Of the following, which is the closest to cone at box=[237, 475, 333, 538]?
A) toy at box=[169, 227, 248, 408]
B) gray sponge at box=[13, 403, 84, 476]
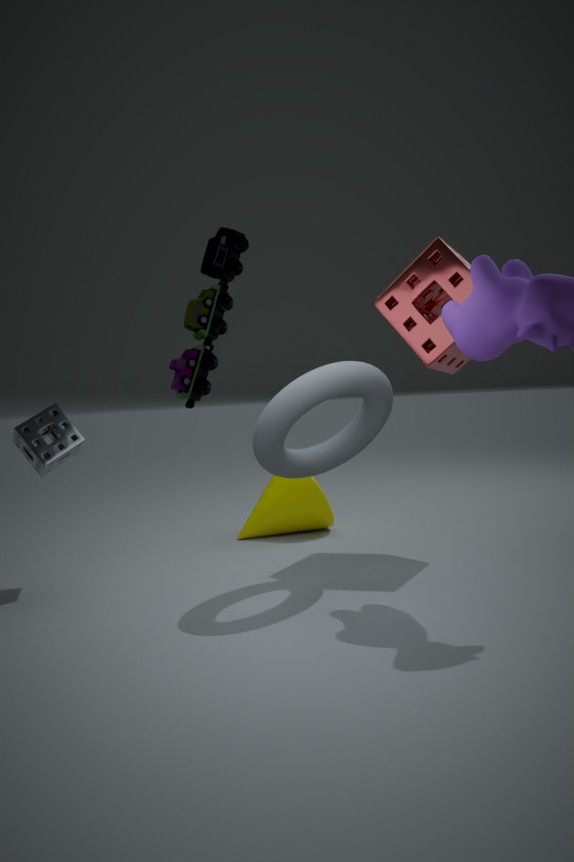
gray sponge at box=[13, 403, 84, 476]
